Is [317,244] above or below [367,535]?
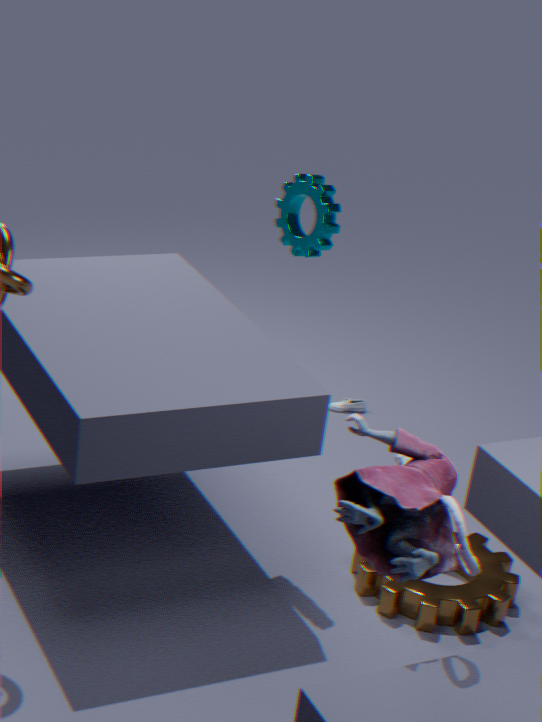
above
